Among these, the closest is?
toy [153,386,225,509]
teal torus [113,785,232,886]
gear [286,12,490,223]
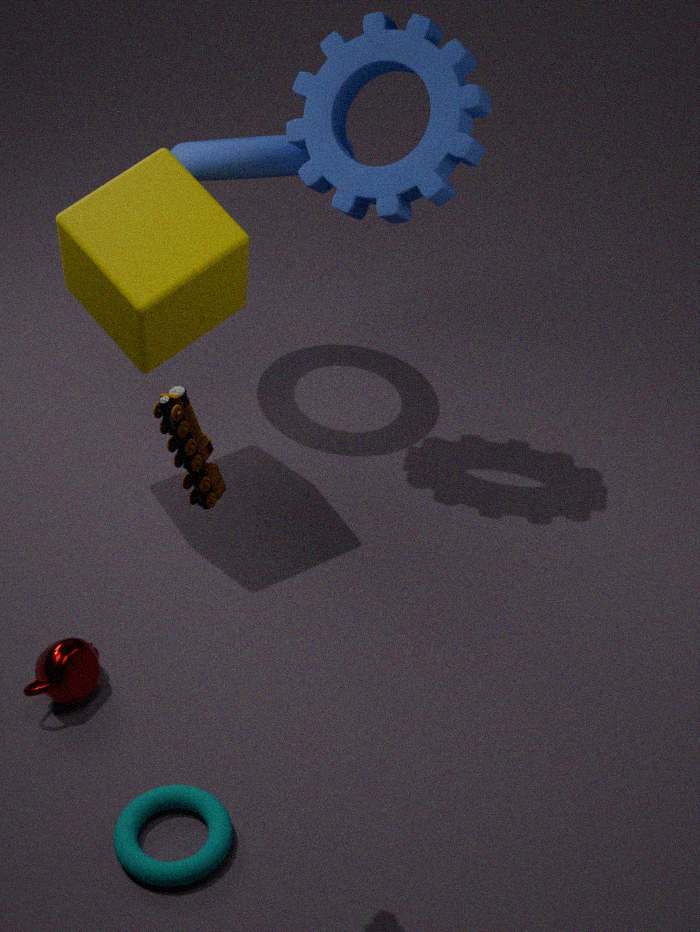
toy [153,386,225,509]
